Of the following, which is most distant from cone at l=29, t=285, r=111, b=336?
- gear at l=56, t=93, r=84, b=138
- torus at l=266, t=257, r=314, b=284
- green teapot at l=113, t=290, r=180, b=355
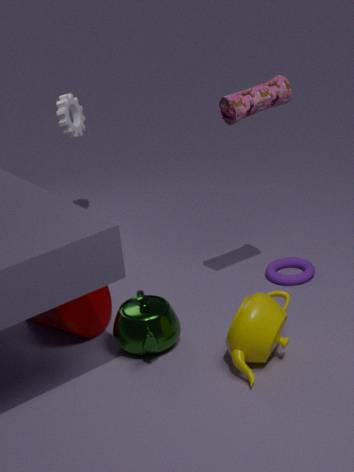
gear at l=56, t=93, r=84, b=138
